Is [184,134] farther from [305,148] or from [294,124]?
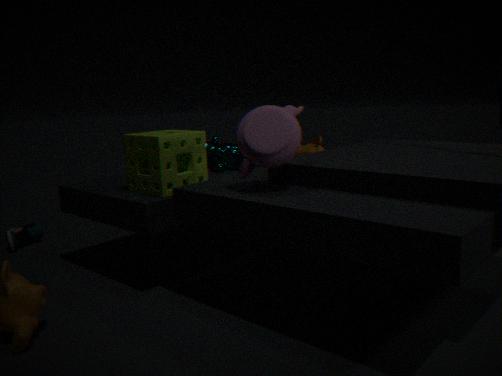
[305,148]
